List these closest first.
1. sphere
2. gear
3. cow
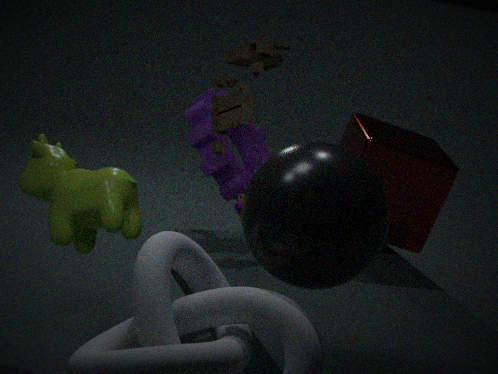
sphere < cow < gear
